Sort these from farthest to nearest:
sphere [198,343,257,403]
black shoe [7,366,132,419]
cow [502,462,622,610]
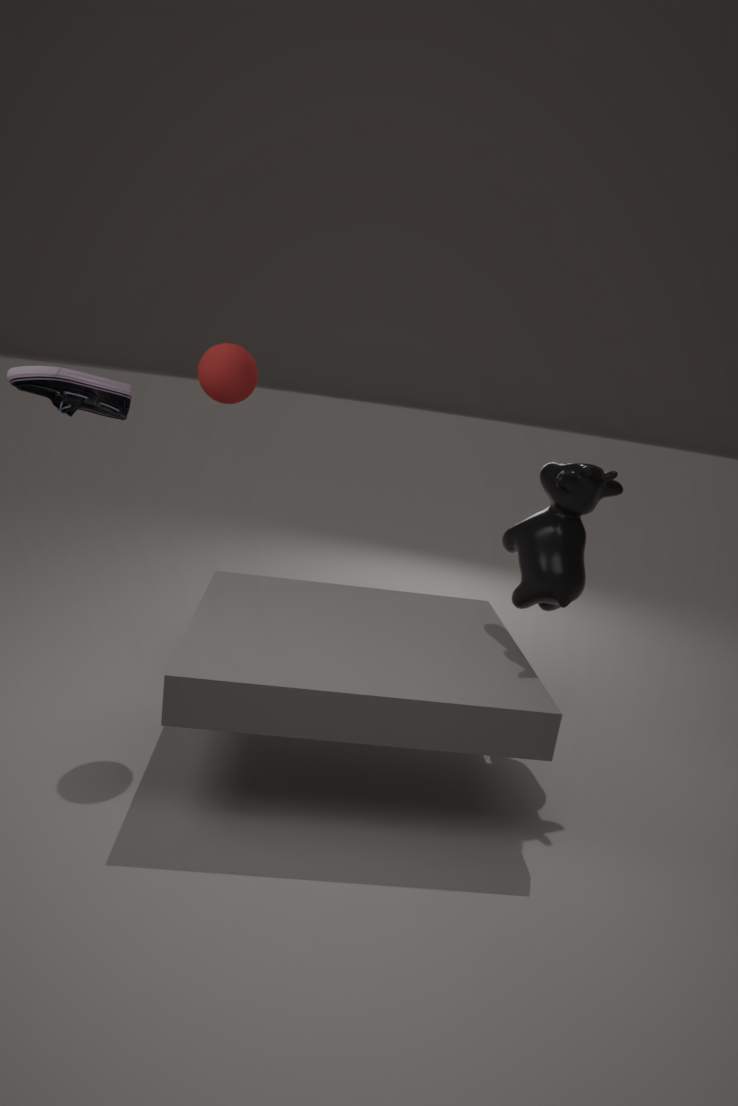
1. cow [502,462,622,610]
2. sphere [198,343,257,403]
3. black shoe [7,366,132,419]
